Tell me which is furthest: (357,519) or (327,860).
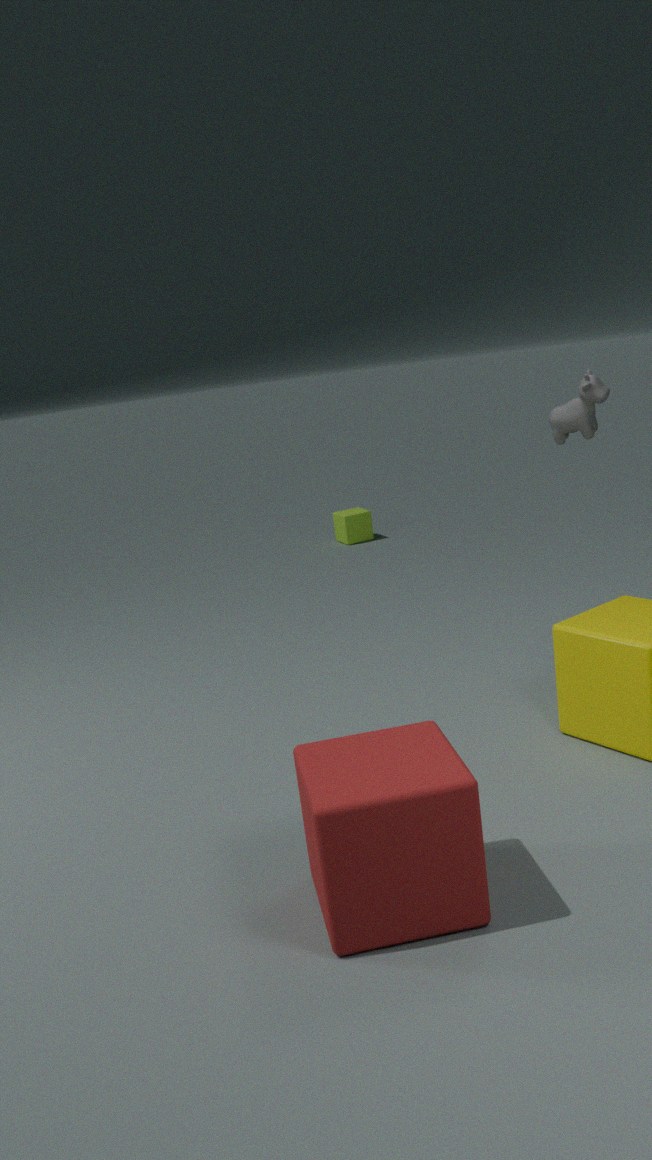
(357,519)
